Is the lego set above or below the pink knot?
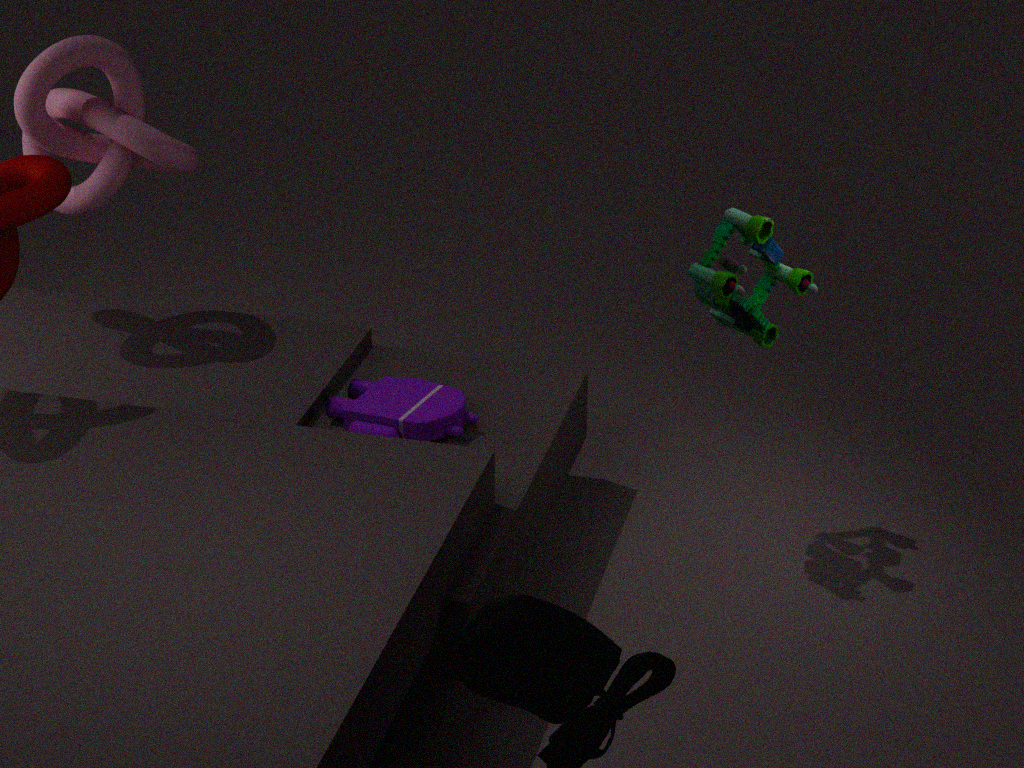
below
